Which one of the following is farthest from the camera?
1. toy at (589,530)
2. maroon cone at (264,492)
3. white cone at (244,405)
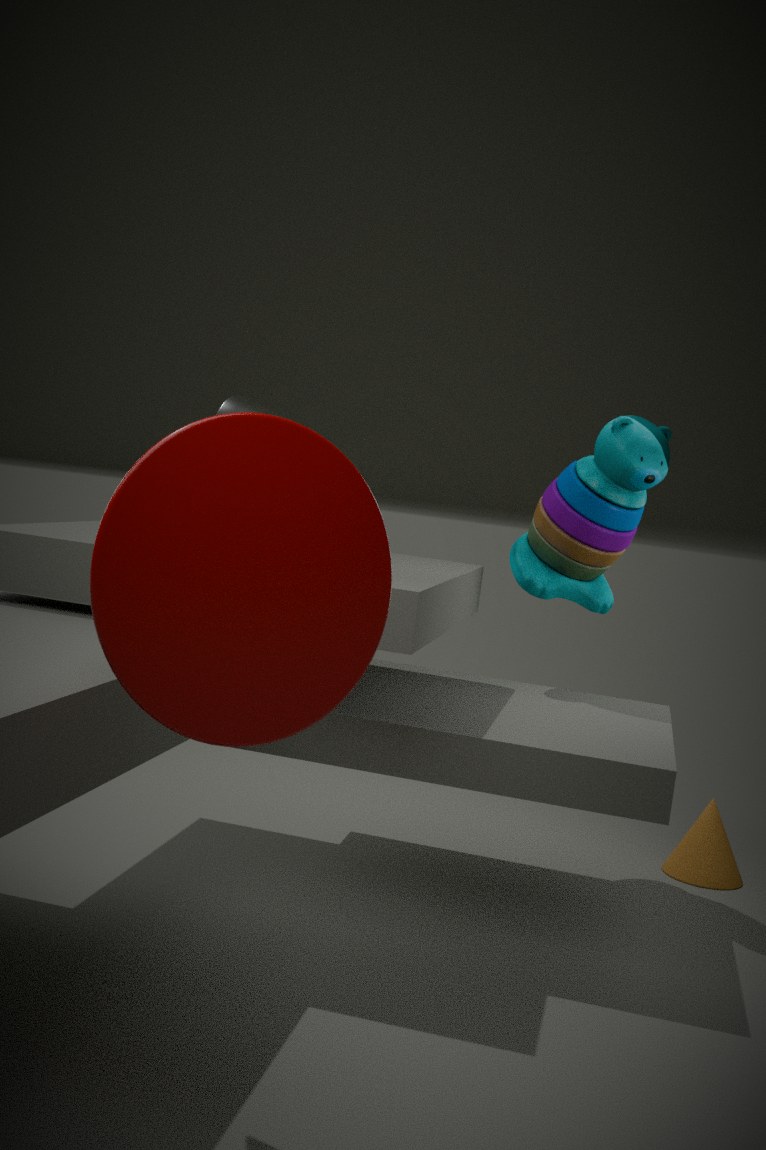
toy at (589,530)
